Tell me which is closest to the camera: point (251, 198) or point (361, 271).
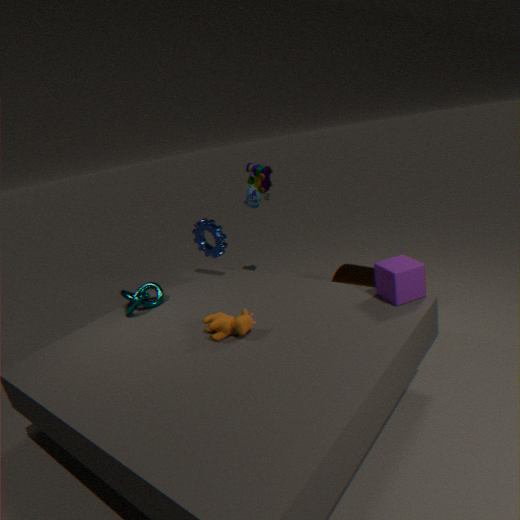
point (361, 271)
